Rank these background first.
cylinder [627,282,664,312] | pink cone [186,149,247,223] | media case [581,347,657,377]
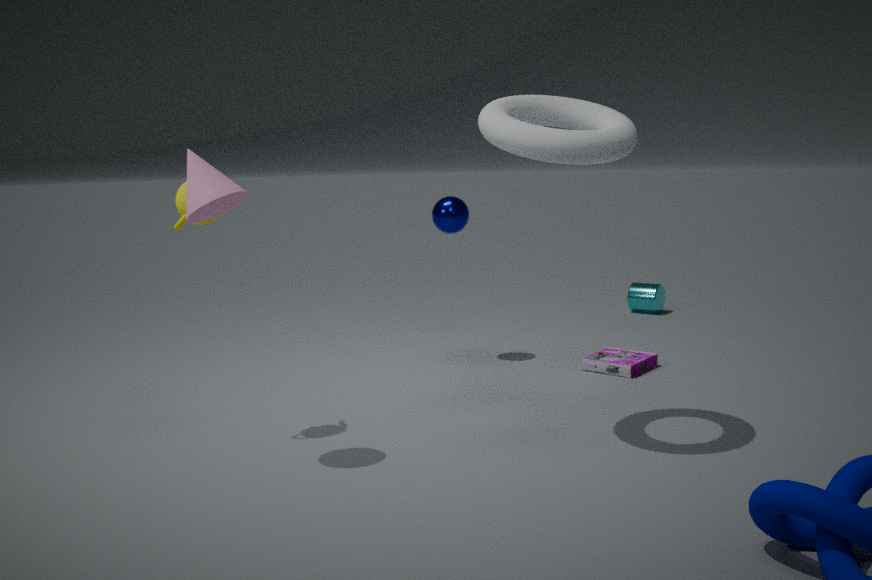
cylinder [627,282,664,312], media case [581,347,657,377], pink cone [186,149,247,223]
